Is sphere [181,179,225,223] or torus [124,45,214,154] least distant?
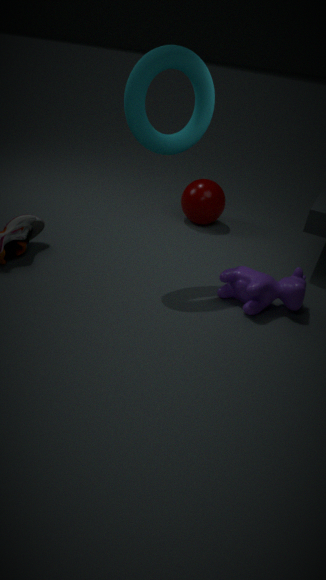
torus [124,45,214,154]
